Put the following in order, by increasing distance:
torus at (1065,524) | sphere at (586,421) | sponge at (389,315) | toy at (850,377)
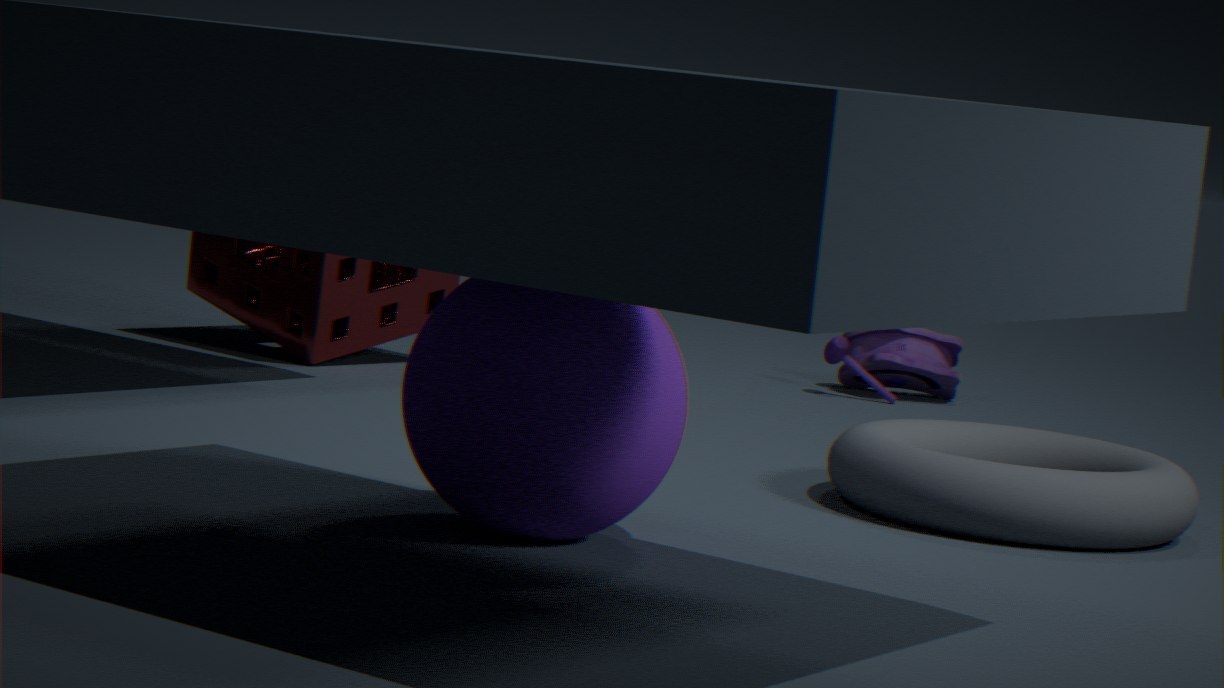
1. sphere at (586,421)
2. torus at (1065,524)
3. sponge at (389,315)
4. toy at (850,377)
